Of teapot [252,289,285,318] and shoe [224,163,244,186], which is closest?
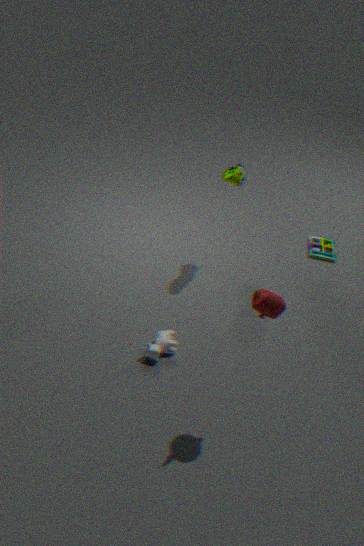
teapot [252,289,285,318]
